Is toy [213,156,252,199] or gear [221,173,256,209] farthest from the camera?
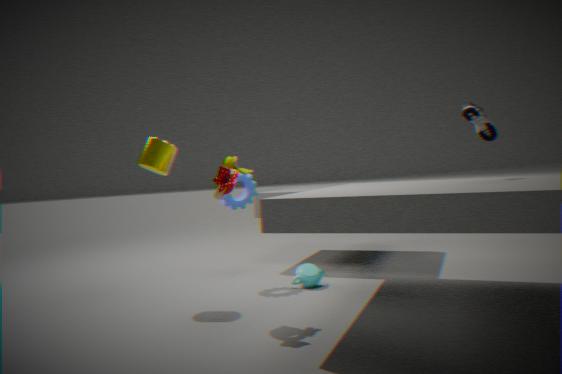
gear [221,173,256,209]
